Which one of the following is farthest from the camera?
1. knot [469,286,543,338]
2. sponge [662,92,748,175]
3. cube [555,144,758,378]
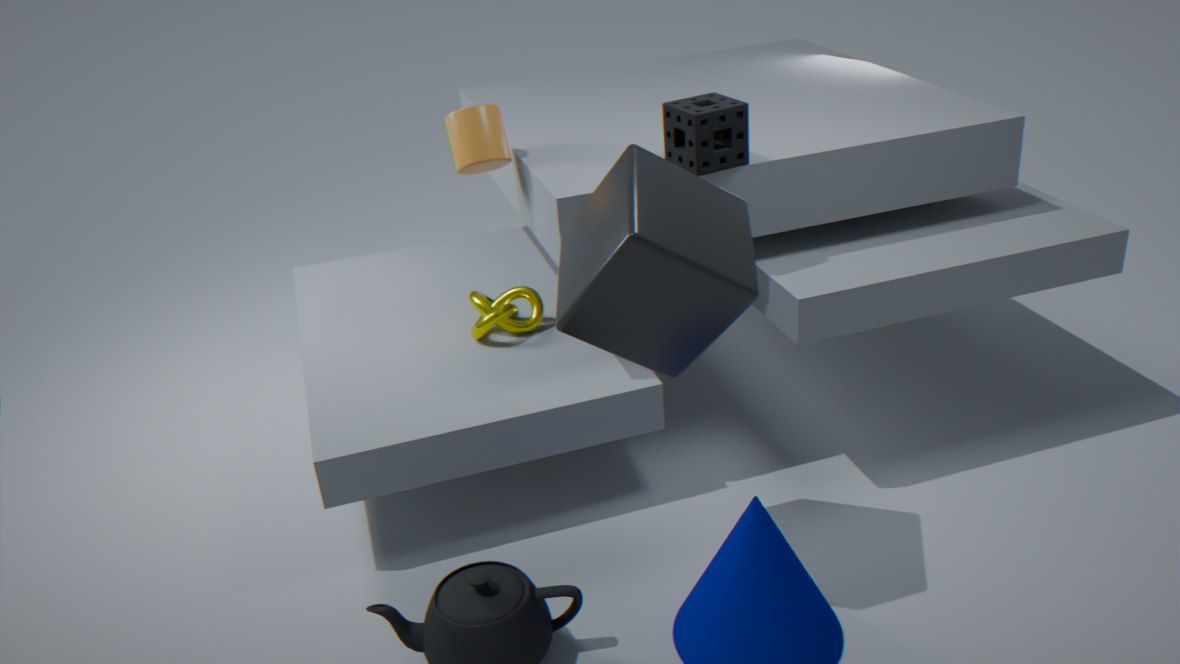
knot [469,286,543,338]
